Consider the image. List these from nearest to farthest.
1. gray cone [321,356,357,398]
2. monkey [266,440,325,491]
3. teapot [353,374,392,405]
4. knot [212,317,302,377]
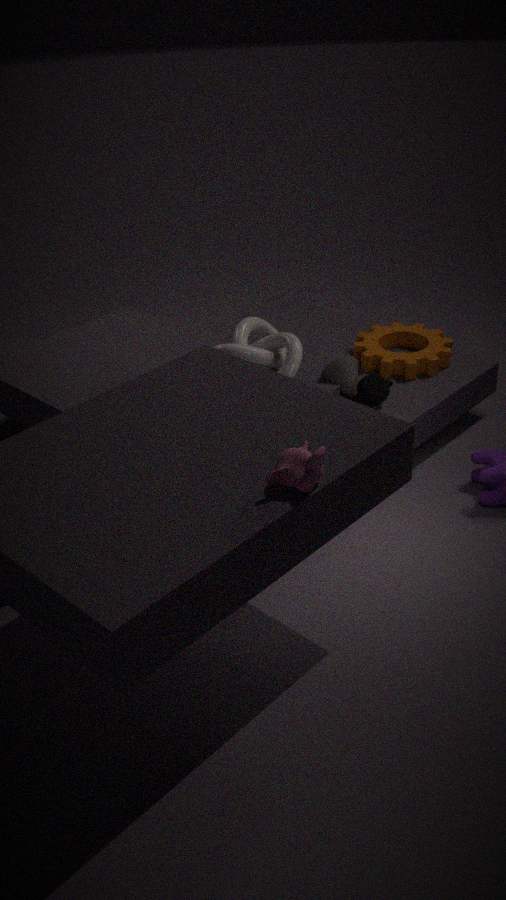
1. monkey [266,440,325,491]
2. teapot [353,374,392,405]
3. knot [212,317,302,377]
4. gray cone [321,356,357,398]
